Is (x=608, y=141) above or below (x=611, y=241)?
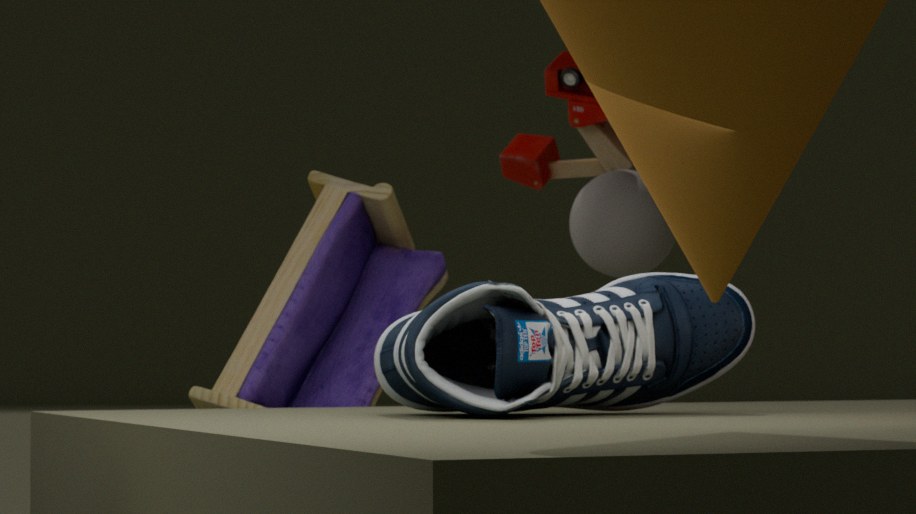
above
